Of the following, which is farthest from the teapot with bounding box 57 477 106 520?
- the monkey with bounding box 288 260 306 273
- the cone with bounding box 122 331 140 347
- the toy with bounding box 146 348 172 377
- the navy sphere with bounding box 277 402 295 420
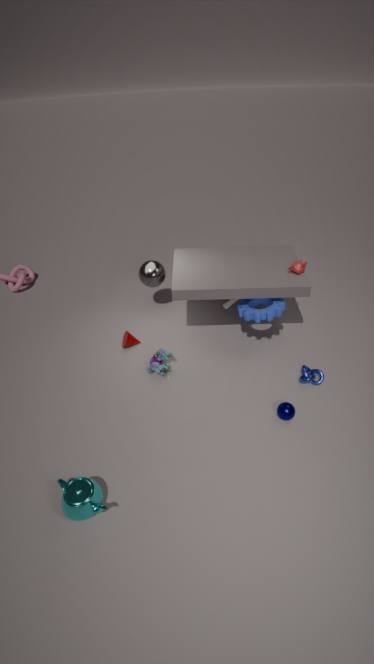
the monkey with bounding box 288 260 306 273
